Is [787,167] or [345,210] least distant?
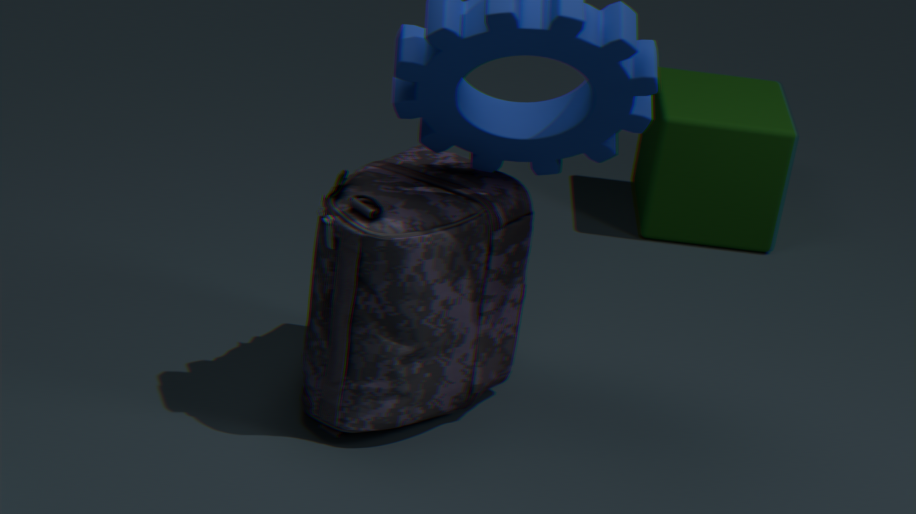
[345,210]
